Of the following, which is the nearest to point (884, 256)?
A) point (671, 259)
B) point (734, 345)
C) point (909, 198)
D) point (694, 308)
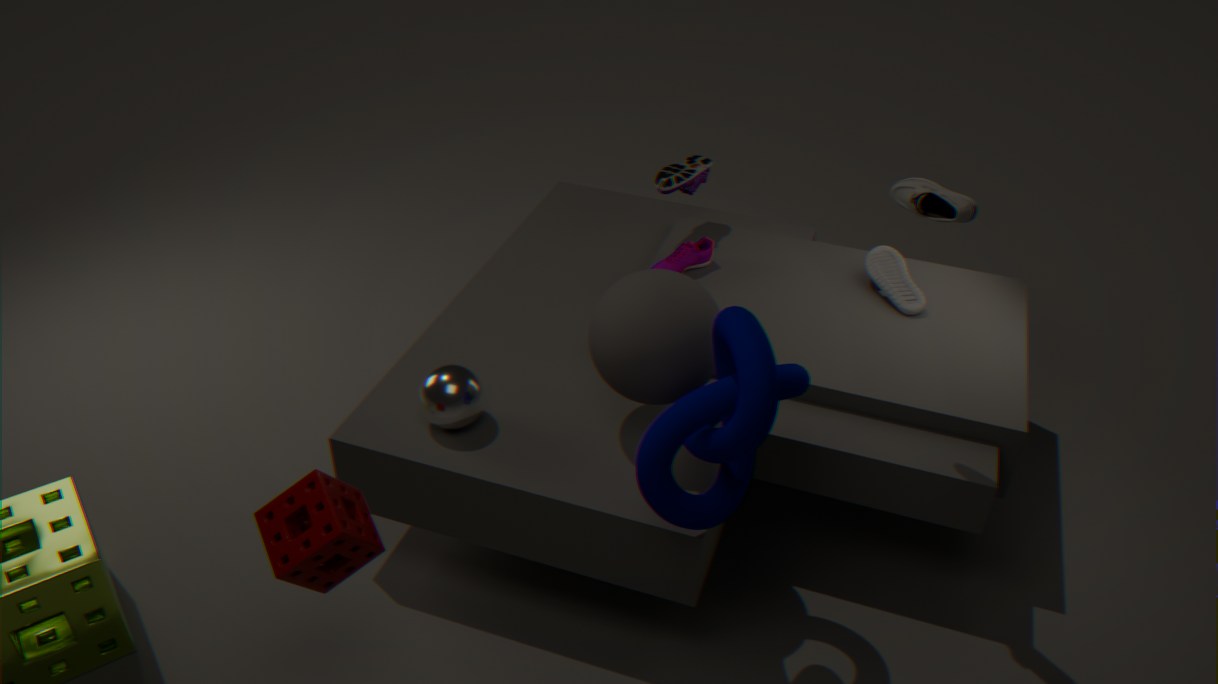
point (671, 259)
